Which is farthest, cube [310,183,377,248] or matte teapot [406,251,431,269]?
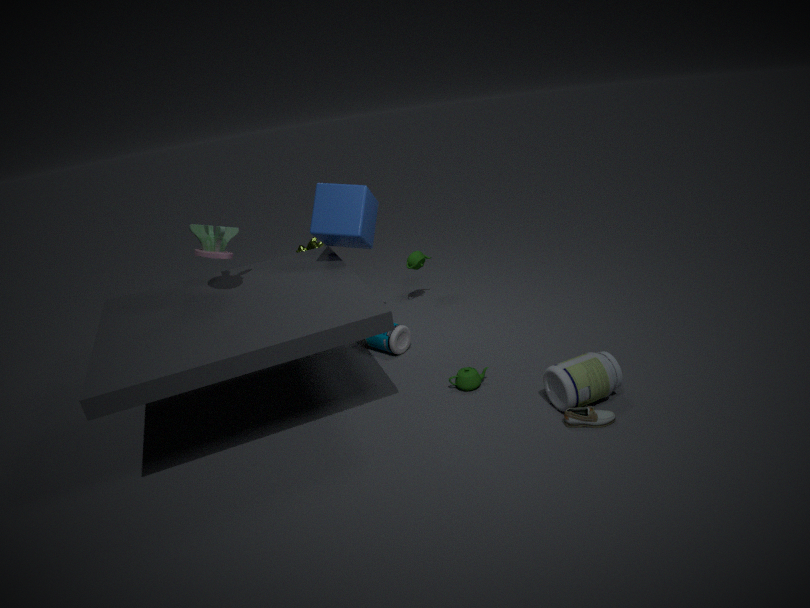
matte teapot [406,251,431,269]
